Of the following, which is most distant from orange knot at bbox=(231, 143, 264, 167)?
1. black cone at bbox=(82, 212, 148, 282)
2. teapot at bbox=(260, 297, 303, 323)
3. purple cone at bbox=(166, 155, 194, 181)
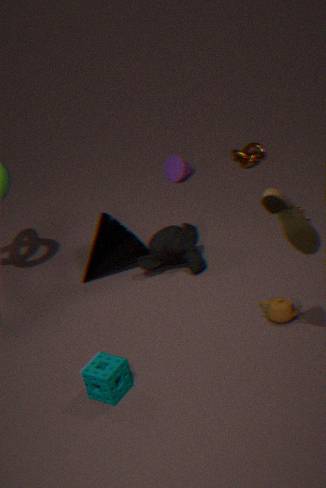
teapot at bbox=(260, 297, 303, 323)
